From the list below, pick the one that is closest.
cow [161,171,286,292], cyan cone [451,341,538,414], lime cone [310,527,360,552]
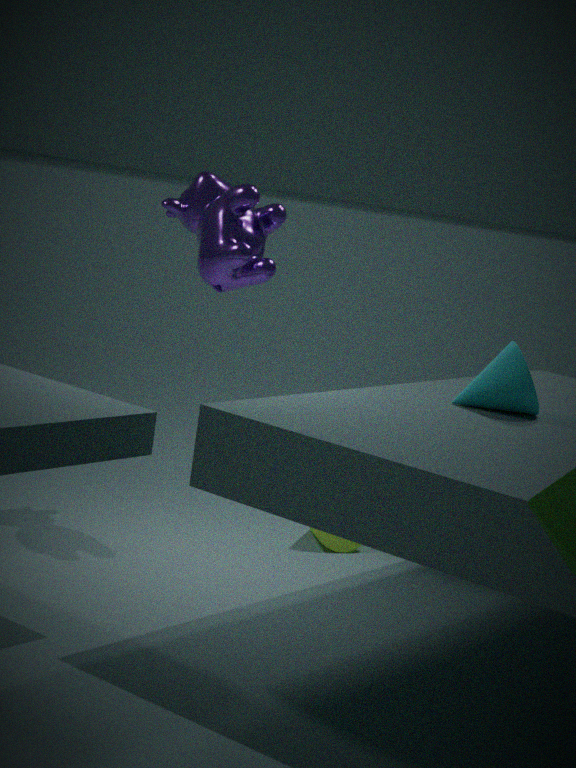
cyan cone [451,341,538,414]
